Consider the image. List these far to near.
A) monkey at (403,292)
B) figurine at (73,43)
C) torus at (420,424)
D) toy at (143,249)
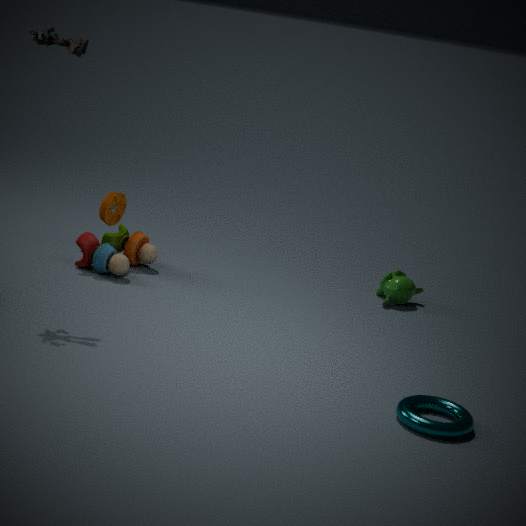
monkey at (403,292) < toy at (143,249) < figurine at (73,43) < torus at (420,424)
